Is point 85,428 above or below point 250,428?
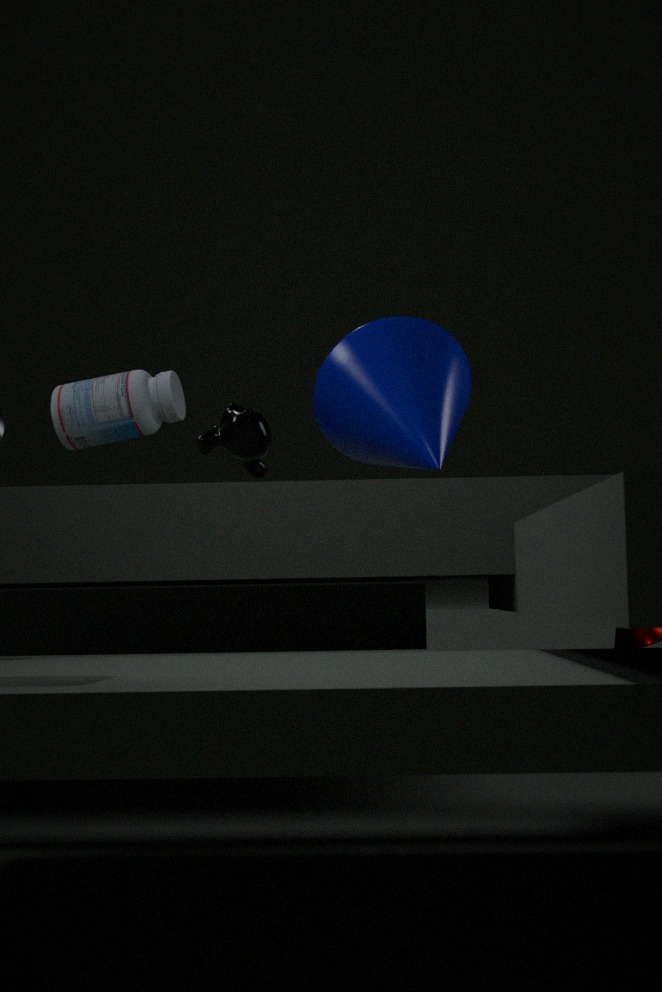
above
